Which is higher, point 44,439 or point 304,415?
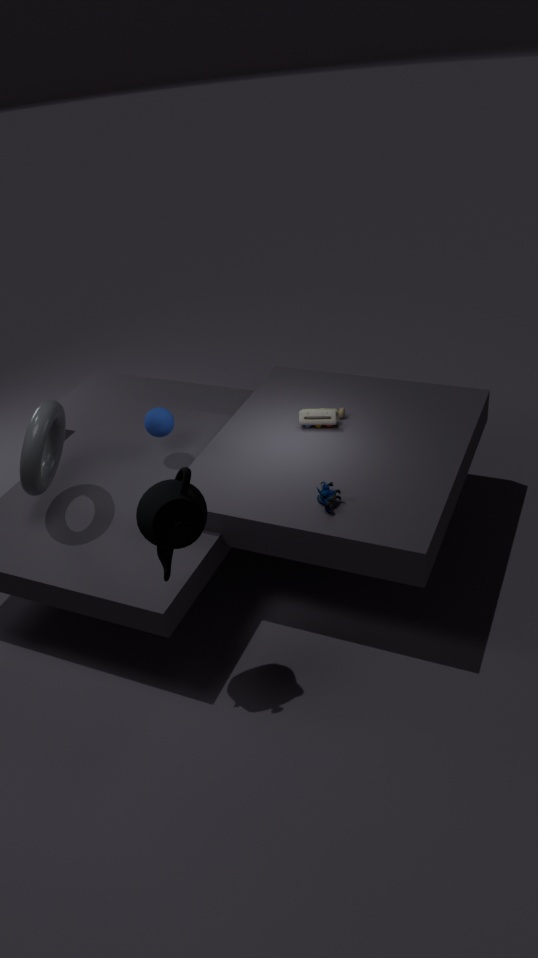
point 44,439
